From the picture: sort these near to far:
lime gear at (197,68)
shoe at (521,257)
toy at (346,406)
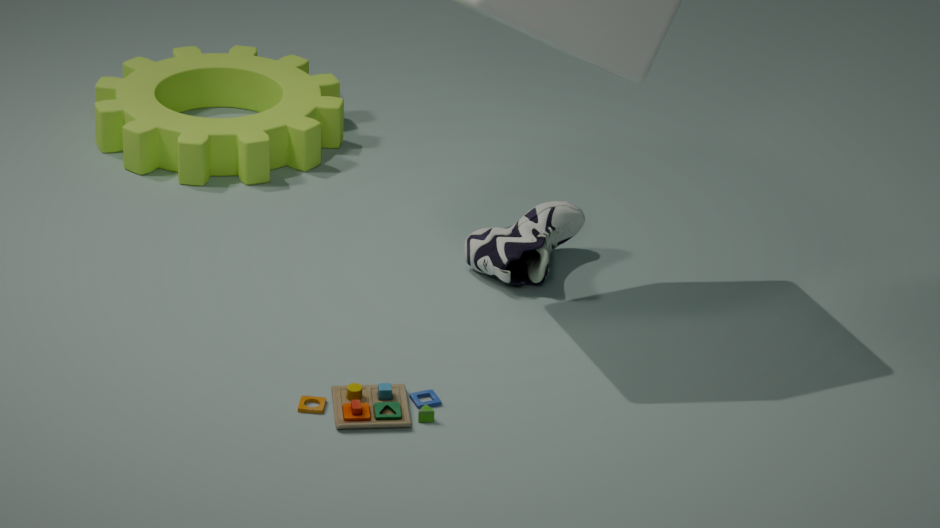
toy at (346,406), shoe at (521,257), lime gear at (197,68)
